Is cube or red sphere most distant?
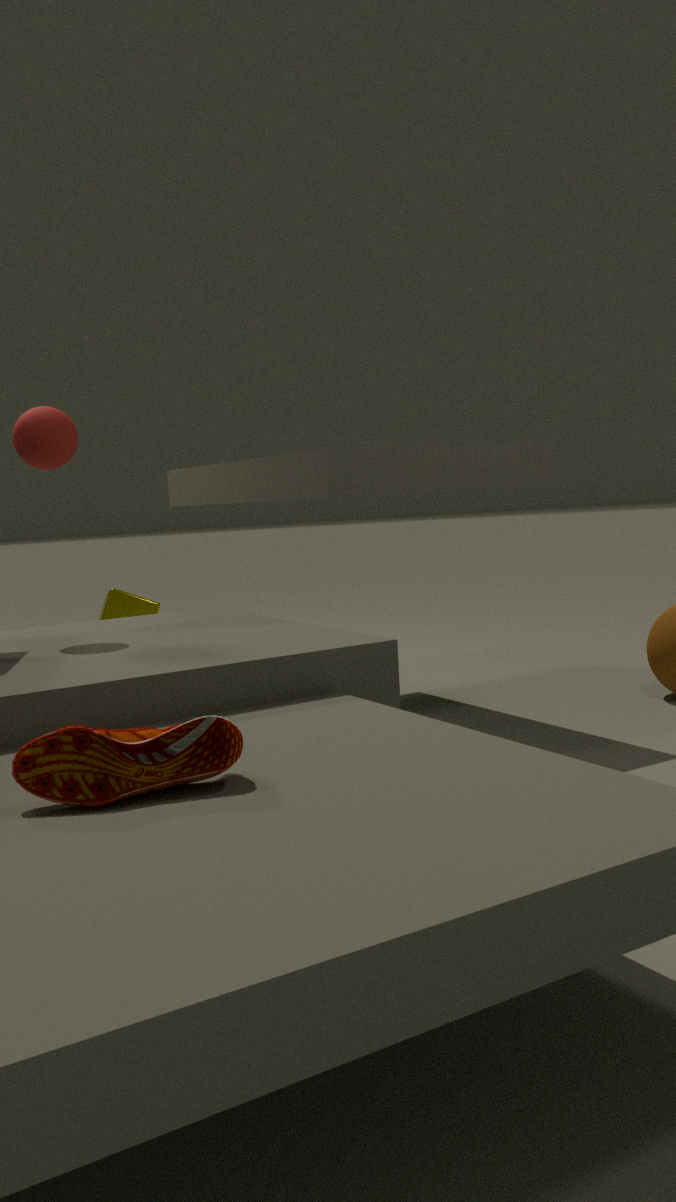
cube
